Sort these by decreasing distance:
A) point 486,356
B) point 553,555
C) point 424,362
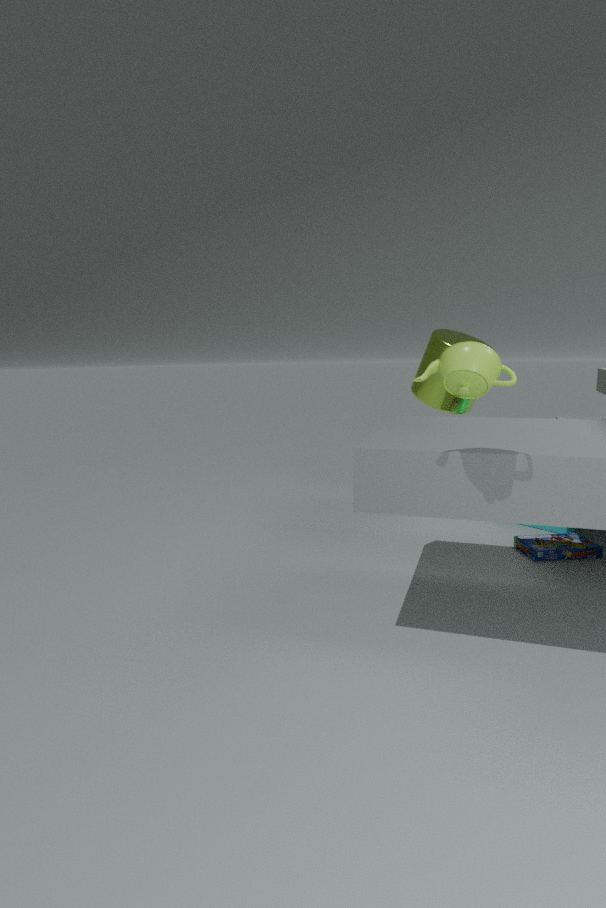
point 424,362 < point 553,555 < point 486,356
